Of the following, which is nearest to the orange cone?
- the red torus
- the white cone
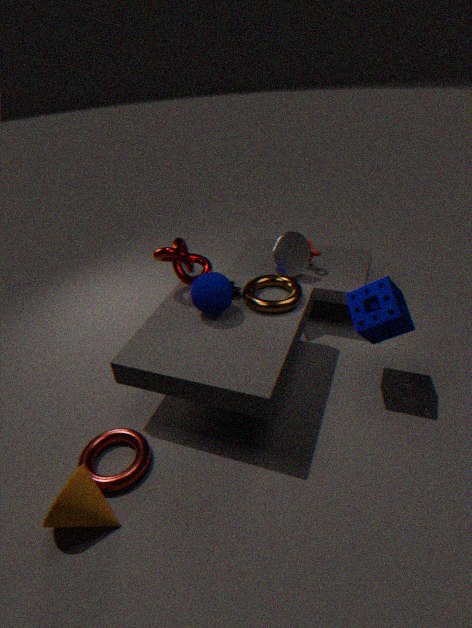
the red torus
